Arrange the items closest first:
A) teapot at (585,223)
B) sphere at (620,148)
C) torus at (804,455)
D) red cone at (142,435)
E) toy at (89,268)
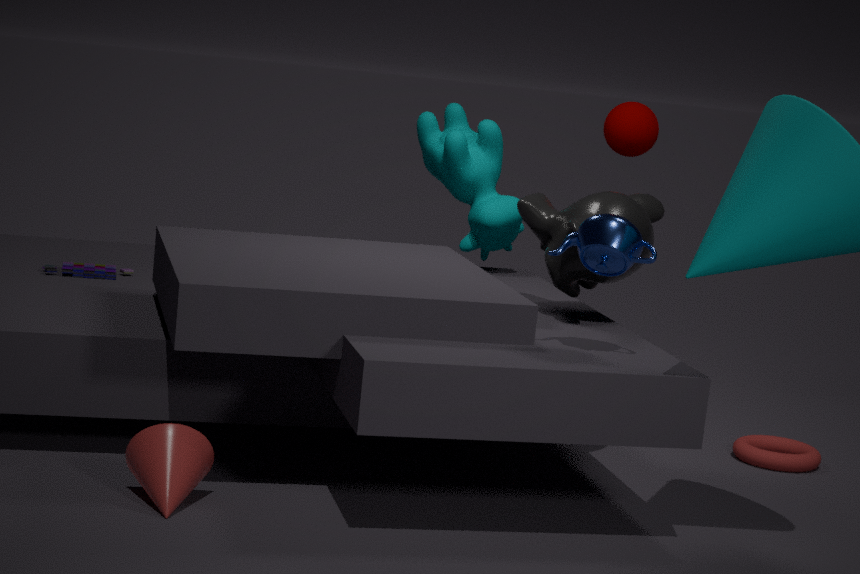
red cone at (142,435)
teapot at (585,223)
torus at (804,455)
toy at (89,268)
sphere at (620,148)
